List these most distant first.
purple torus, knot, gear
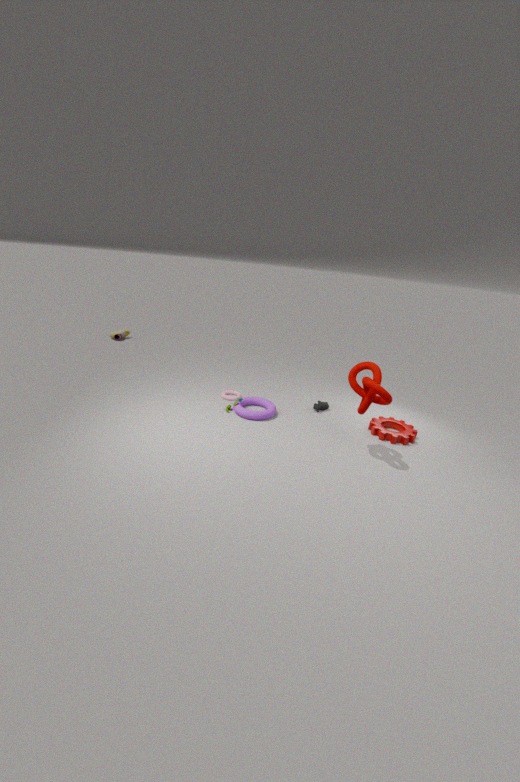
purple torus, gear, knot
